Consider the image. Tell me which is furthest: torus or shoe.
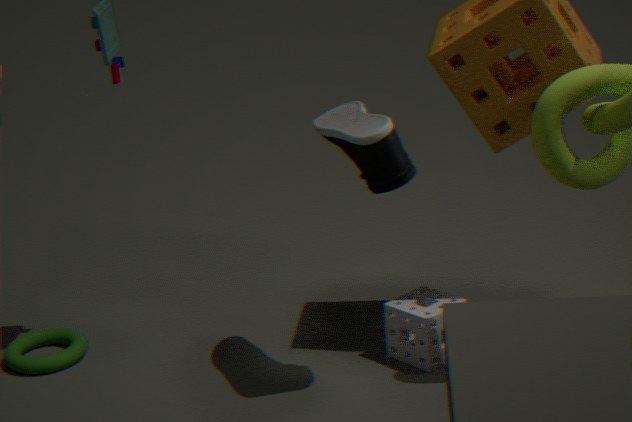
torus
